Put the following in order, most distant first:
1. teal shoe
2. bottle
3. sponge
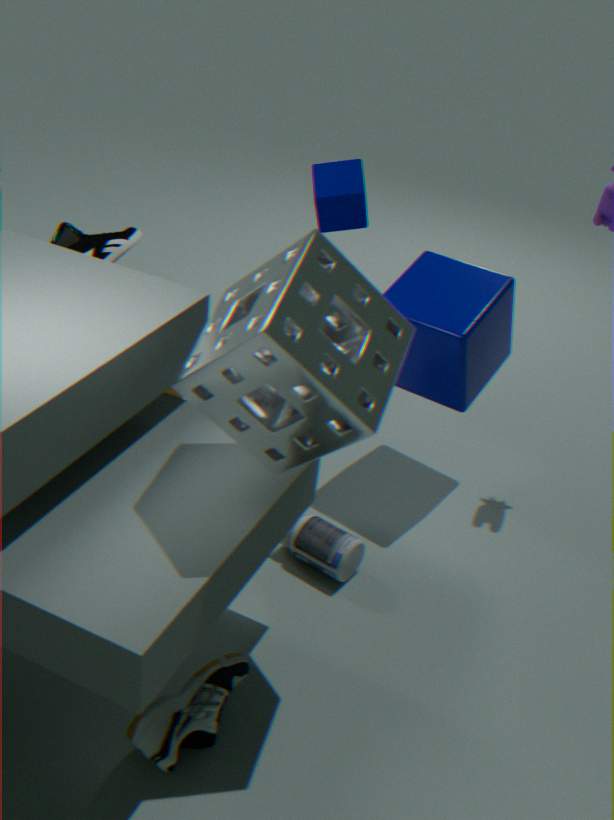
teal shoe < bottle < sponge
